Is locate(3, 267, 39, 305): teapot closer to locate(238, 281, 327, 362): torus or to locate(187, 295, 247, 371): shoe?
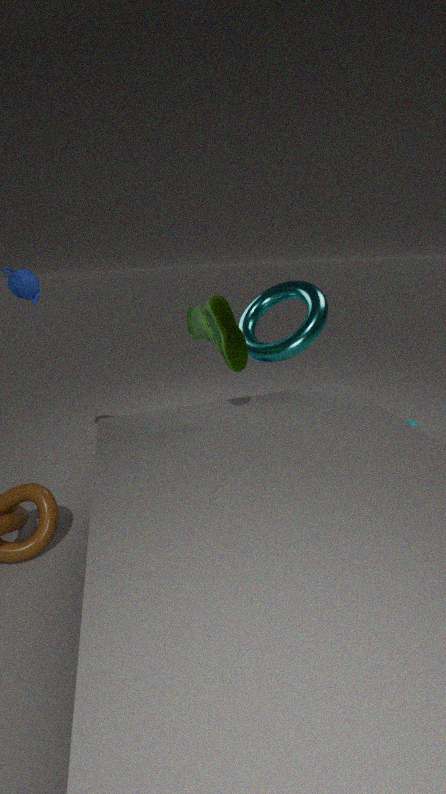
locate(187, 295, 247, 371): shoe
